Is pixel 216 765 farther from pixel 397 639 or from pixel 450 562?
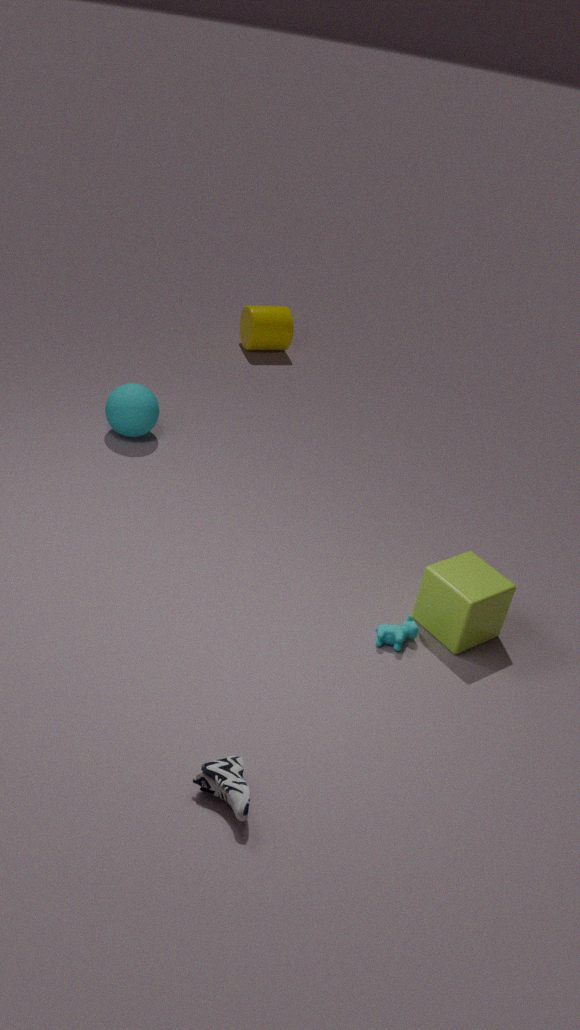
pixel 450 562
